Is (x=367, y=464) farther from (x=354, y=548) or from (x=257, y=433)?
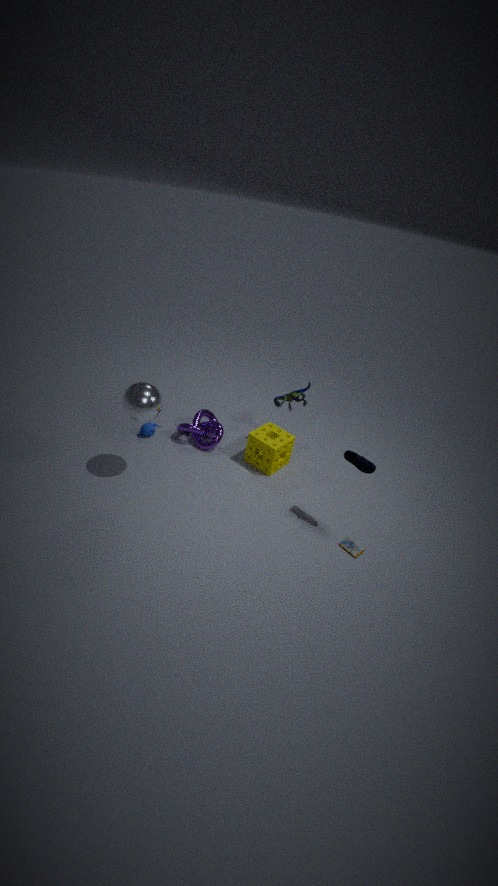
(x=257, y=433)
